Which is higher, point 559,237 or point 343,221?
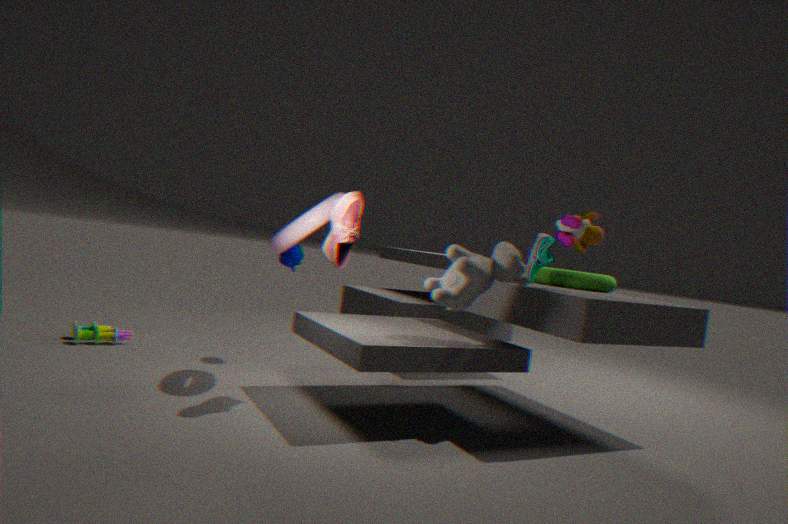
point 559,237
